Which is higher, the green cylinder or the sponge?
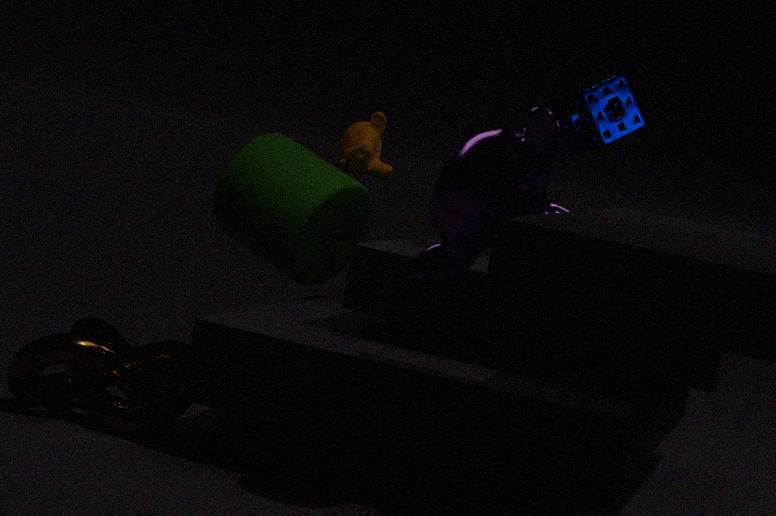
the sponge
